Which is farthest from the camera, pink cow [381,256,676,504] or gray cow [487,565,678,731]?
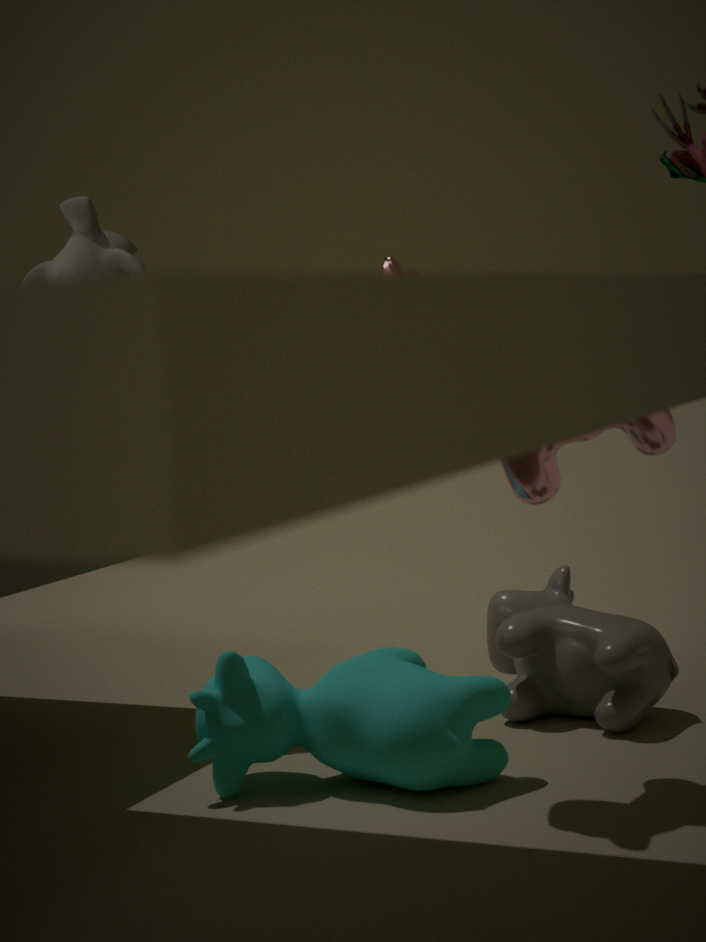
gray cow [487,565,678,731]
